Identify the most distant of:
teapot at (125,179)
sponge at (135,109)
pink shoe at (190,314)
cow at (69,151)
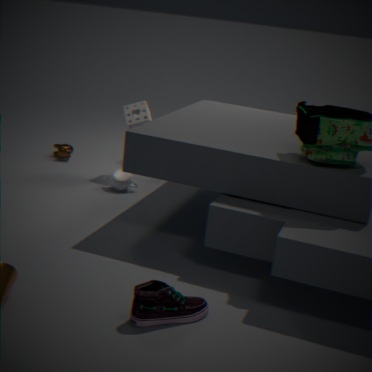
cow at (69,151)
